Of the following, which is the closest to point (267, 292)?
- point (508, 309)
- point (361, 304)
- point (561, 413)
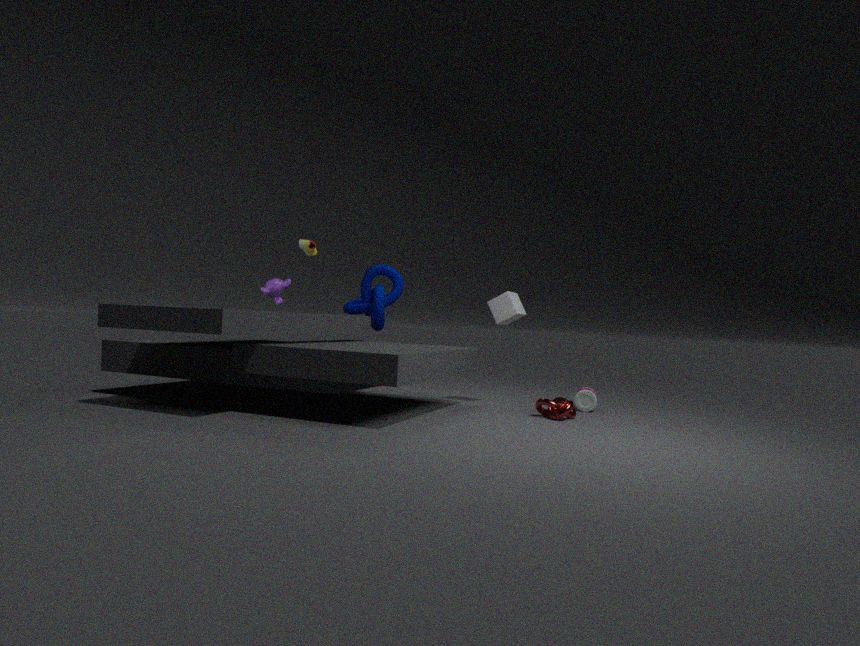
point (361, 304)
